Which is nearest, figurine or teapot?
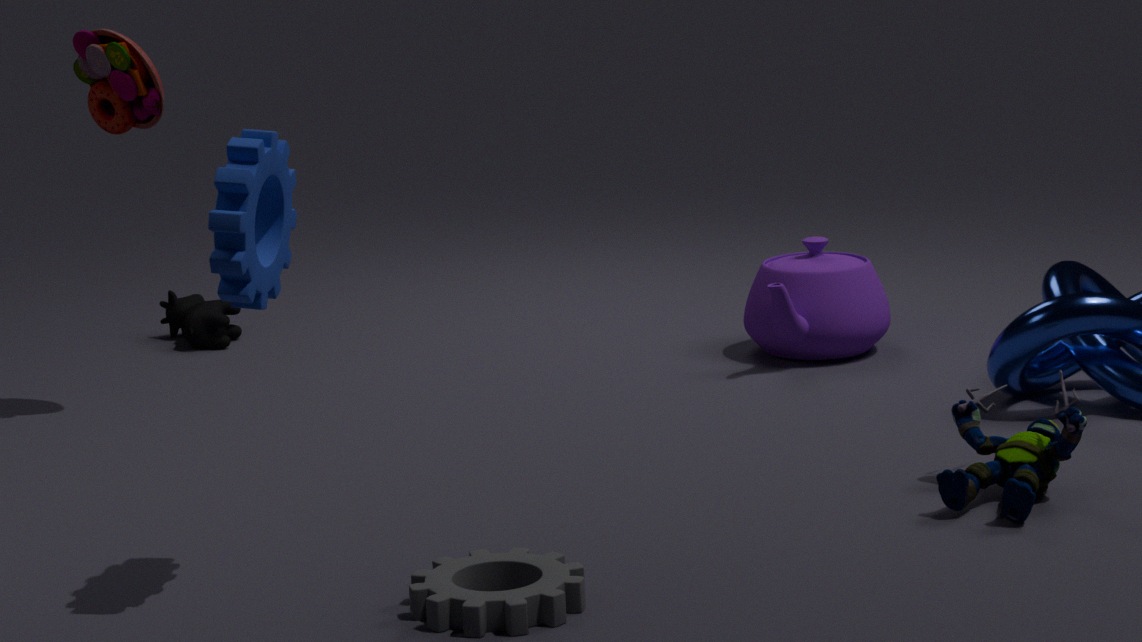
figurine
